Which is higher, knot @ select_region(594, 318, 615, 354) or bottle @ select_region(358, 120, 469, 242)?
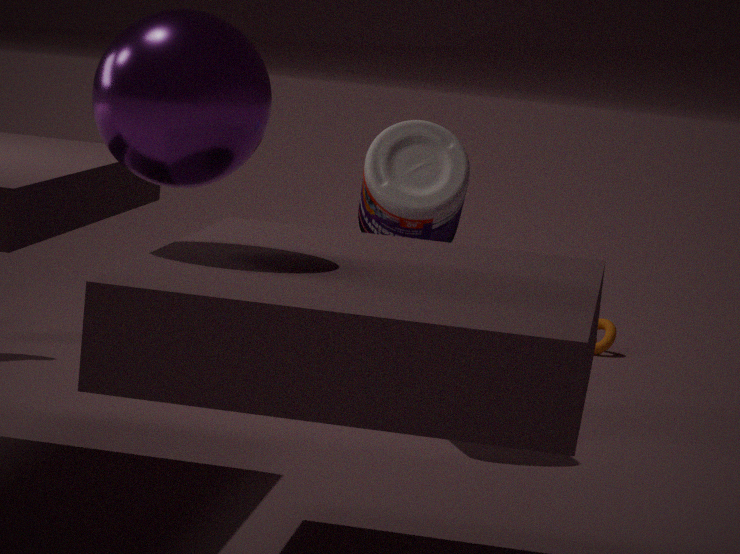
bottle @ select_region(358, 120, 469, 242)
